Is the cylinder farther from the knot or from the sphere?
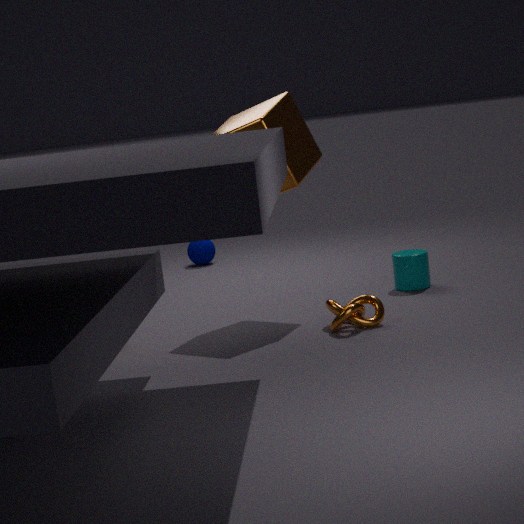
the sphere
